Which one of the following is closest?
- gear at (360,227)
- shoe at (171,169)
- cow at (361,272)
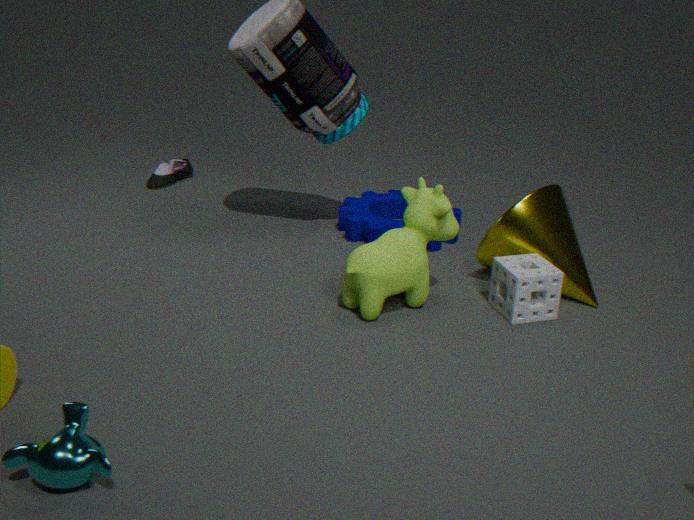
cow at (361,272)
